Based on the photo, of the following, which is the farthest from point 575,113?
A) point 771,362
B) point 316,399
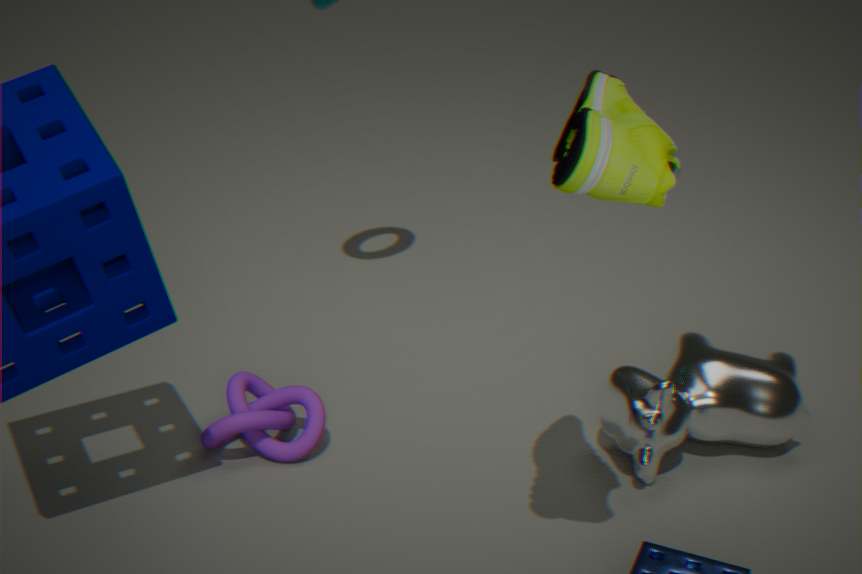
point 316,399
